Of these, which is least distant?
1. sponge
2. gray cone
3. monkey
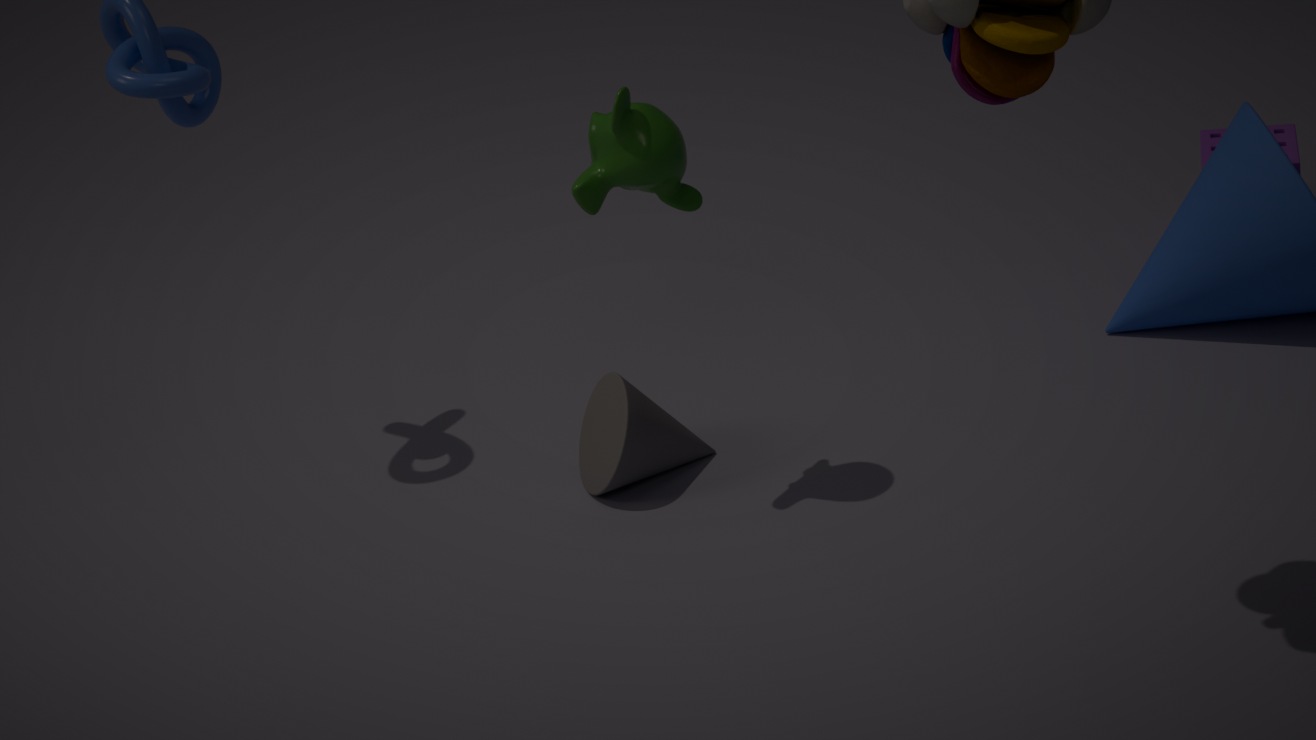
monkey
